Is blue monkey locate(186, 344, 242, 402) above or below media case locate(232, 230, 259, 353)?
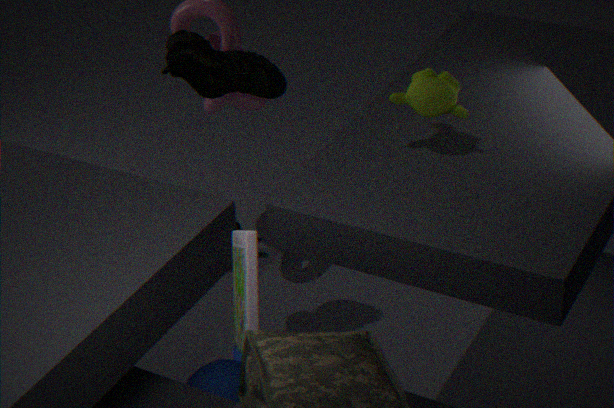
below
